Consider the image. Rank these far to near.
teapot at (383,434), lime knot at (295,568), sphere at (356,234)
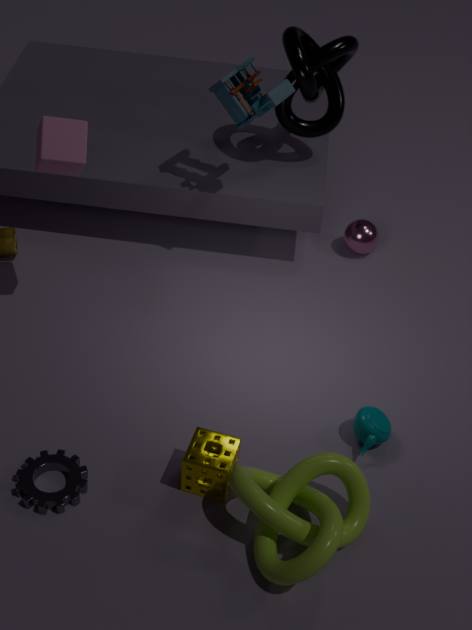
1. sphere at (356,234)
2. teapot at (383,434)
3. lime knot at (295,568)
